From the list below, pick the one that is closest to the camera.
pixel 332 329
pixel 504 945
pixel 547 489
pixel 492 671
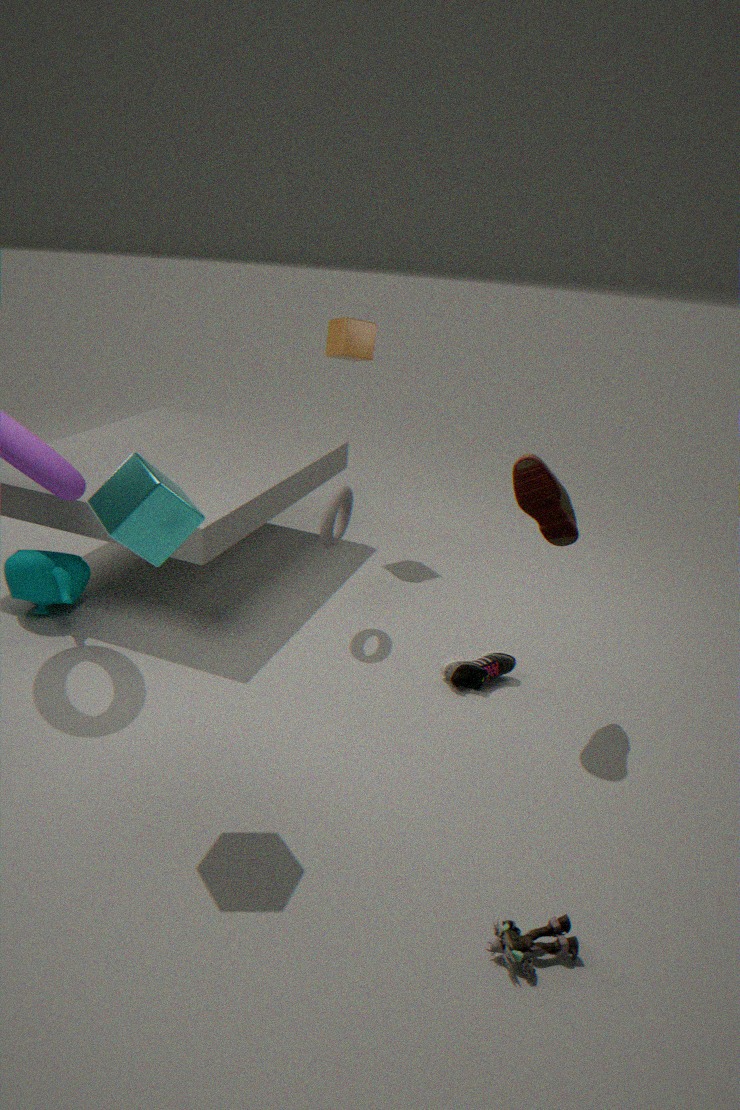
pixel 504 945
